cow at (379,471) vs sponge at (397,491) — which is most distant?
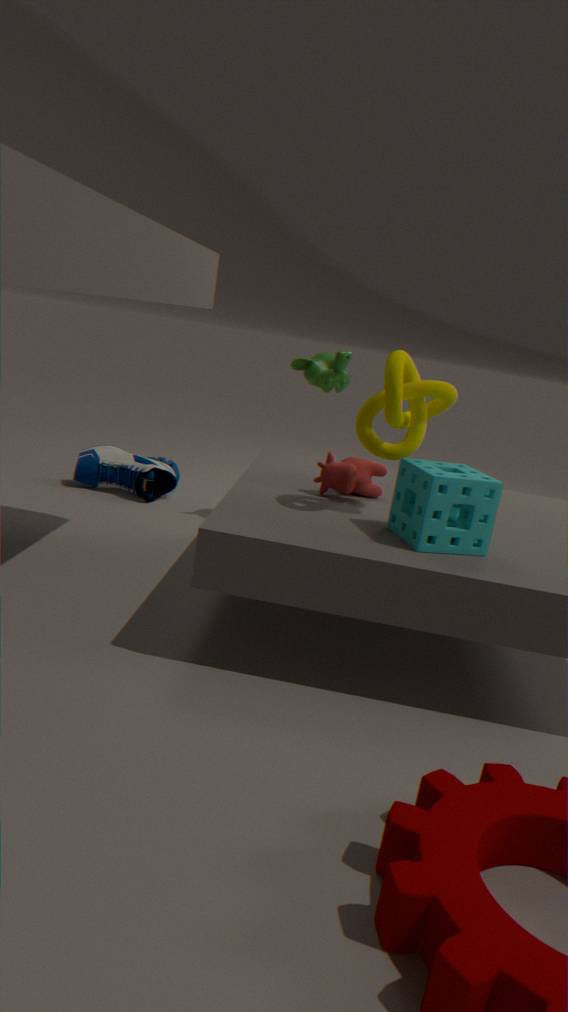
cow at (379,471)
